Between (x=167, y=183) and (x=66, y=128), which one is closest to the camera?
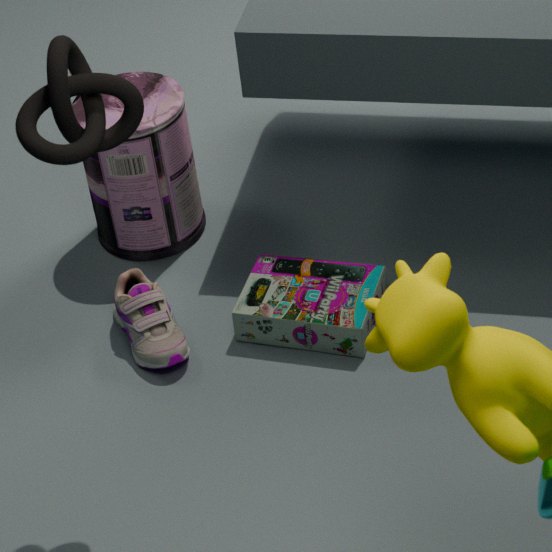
(x=66, y=128)
